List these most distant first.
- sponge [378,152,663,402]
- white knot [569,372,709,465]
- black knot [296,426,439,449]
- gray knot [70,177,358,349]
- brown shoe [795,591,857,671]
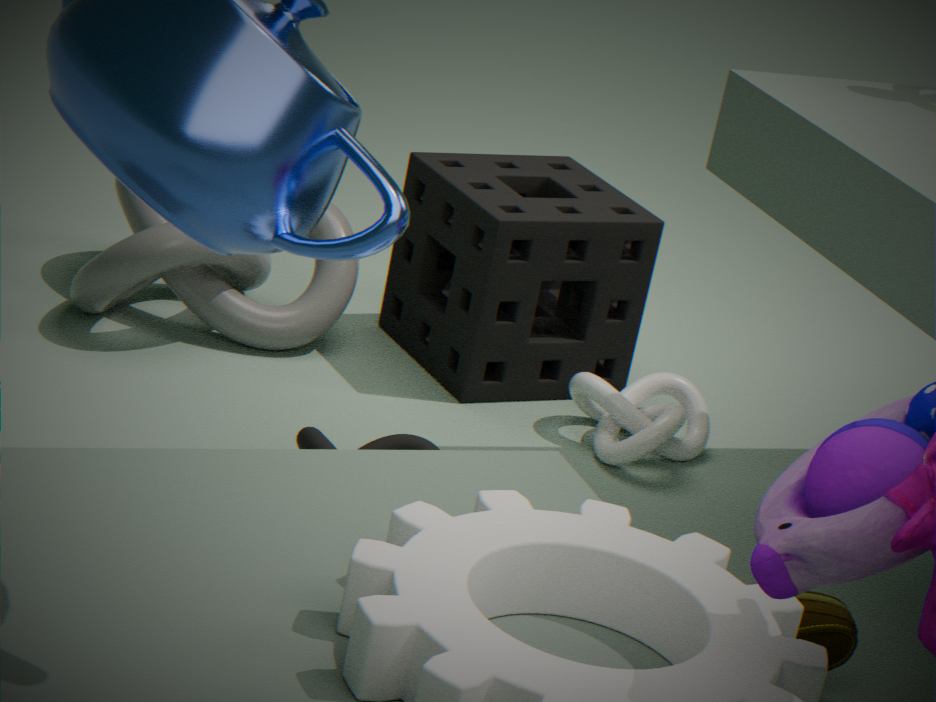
1. sponge [378,152,663,402]
2. gray knot [70,177,358,349]
3. white knot [569,372,709,465]
4. black knot [296,426,439,449]
5. brown shoe [795,591,857,671]
